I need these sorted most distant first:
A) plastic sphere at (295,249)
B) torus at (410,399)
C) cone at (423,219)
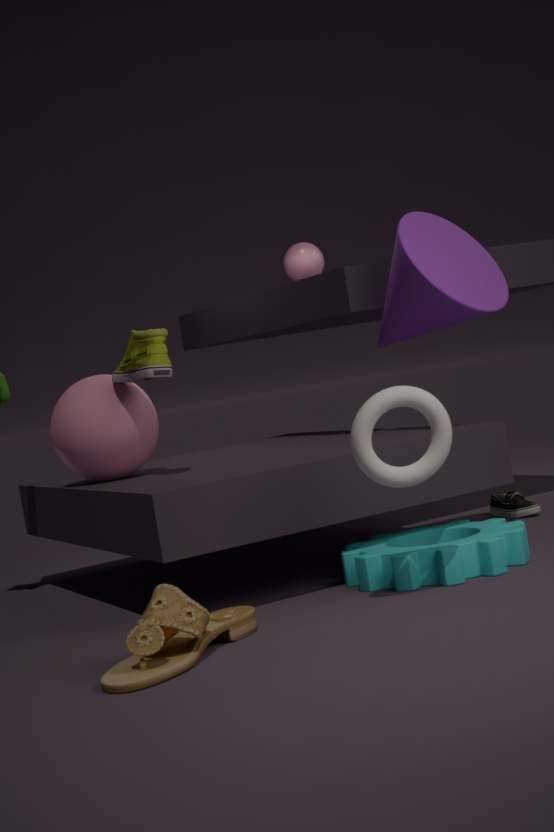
plastic sphere at (295,249)
cone at (423,219)
torus at (410,399)
